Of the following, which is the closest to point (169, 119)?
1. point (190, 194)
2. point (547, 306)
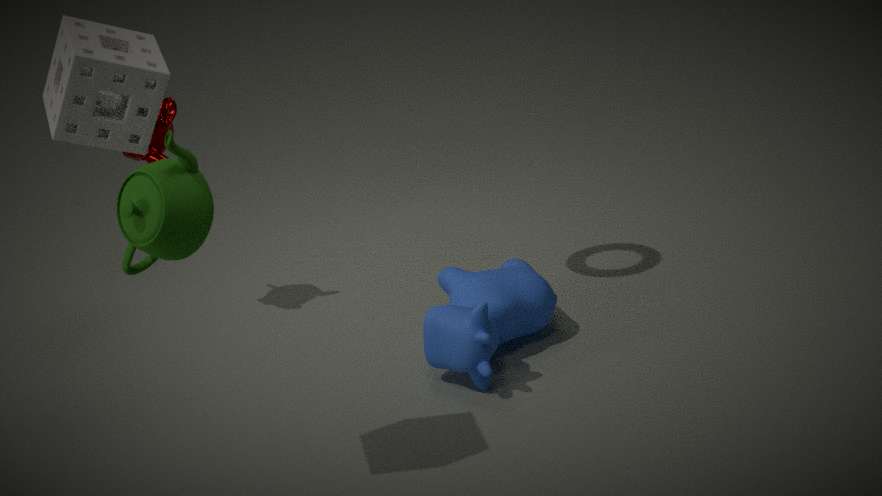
point (547, 306)
